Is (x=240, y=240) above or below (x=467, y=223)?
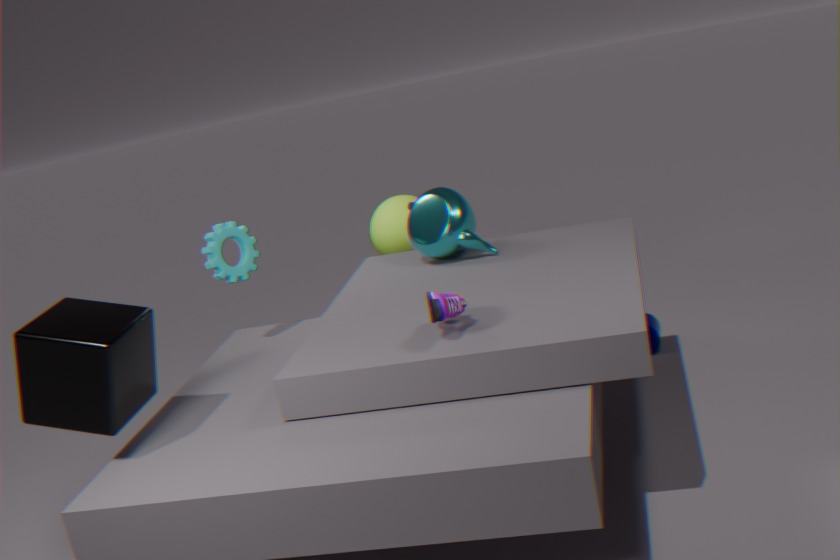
above
